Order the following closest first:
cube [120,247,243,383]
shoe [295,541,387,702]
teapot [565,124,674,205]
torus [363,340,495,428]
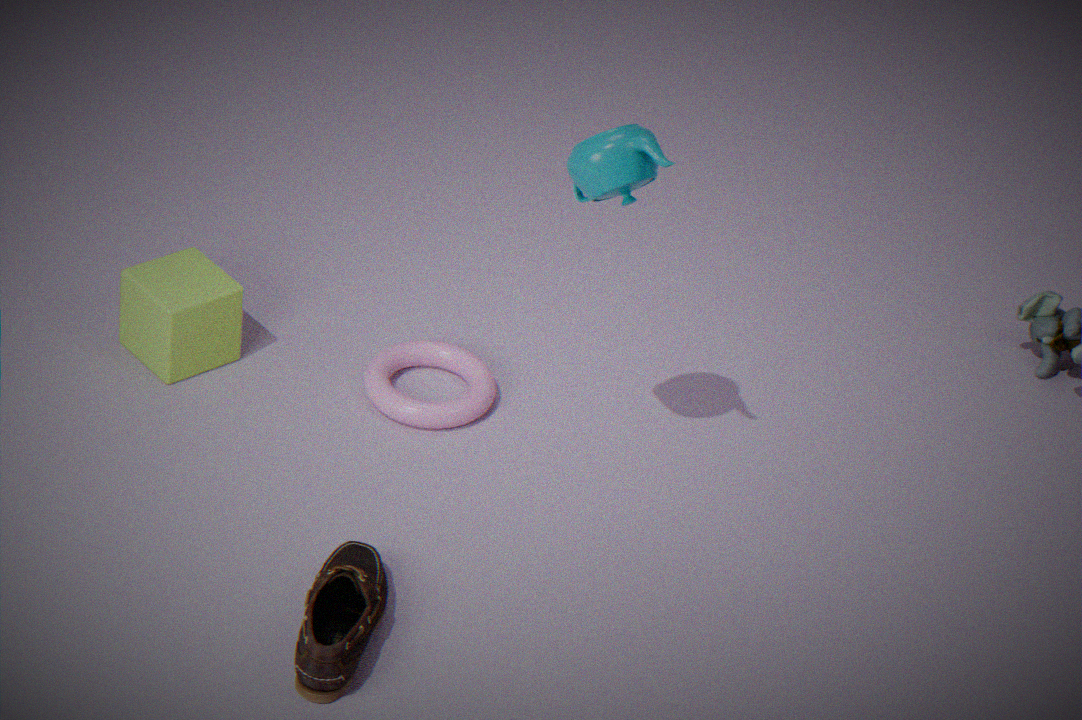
1. shoe [295,541,387,702]
2. teapot [565,124,674,205]
3. cube [120,247,243,383]
4. torus [363,340,495,428]
